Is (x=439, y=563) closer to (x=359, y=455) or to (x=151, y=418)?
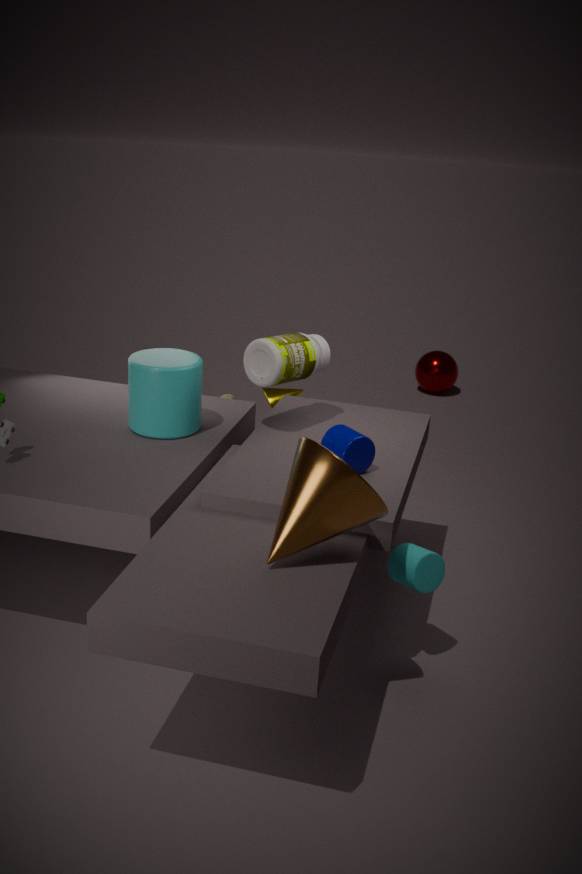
(x=359, y=455)
